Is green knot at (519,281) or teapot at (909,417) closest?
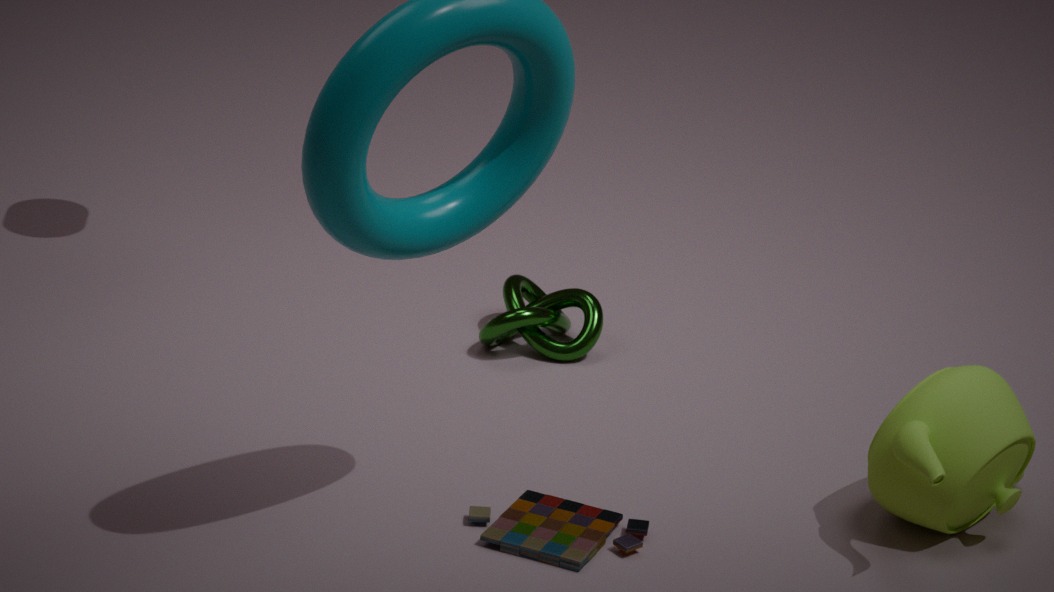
teapot at (909,417)
